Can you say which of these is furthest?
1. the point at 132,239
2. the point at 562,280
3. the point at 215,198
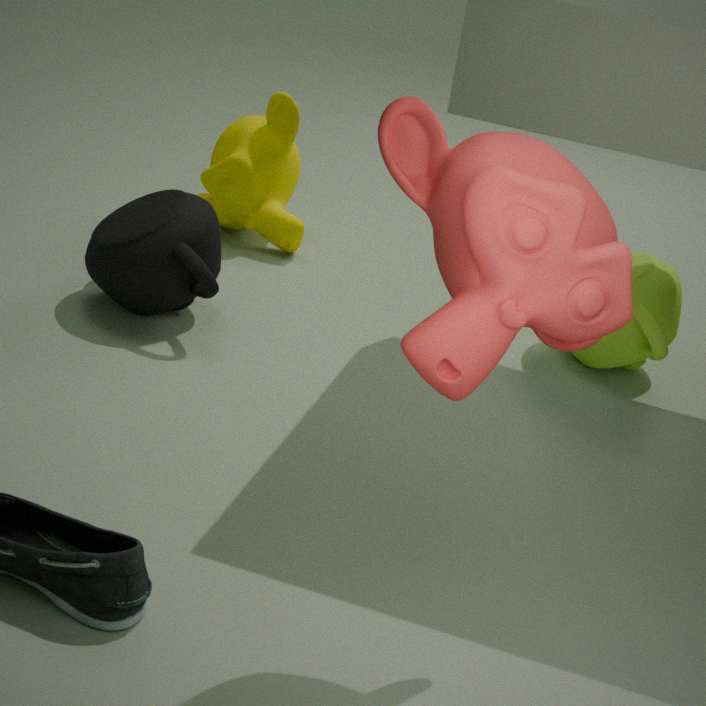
the point at 215,198
